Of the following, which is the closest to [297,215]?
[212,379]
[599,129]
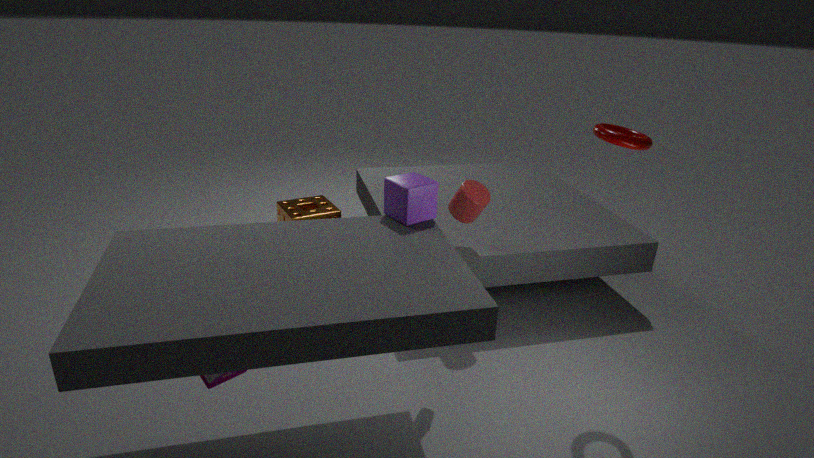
[212,379]
